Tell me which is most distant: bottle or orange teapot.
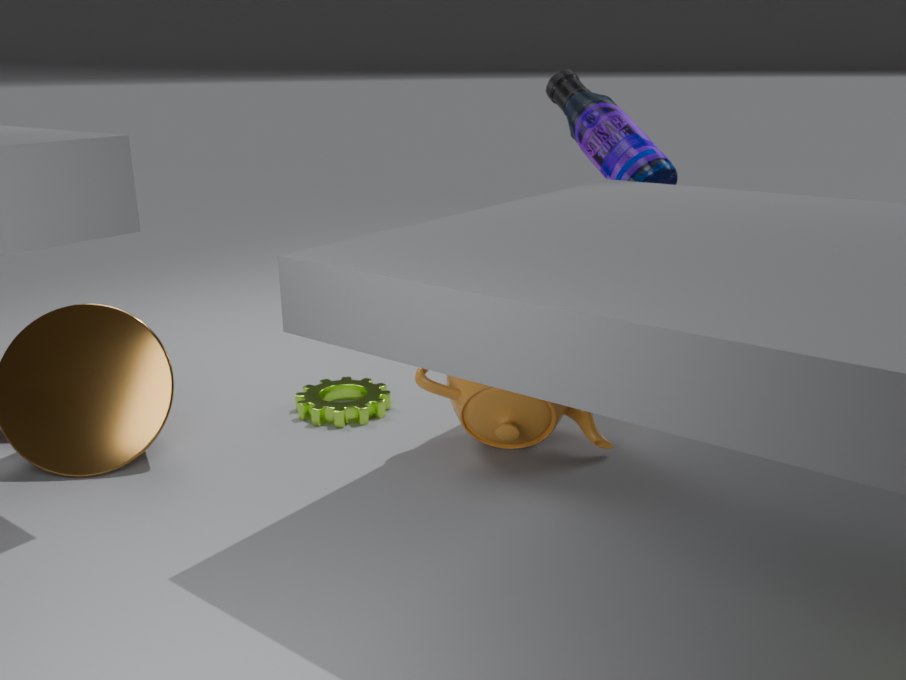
bottle
